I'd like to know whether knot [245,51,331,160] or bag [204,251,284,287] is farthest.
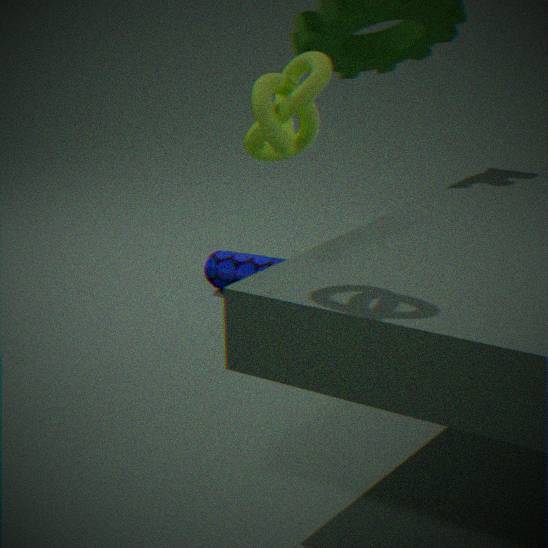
bag [204,251,284,287]
